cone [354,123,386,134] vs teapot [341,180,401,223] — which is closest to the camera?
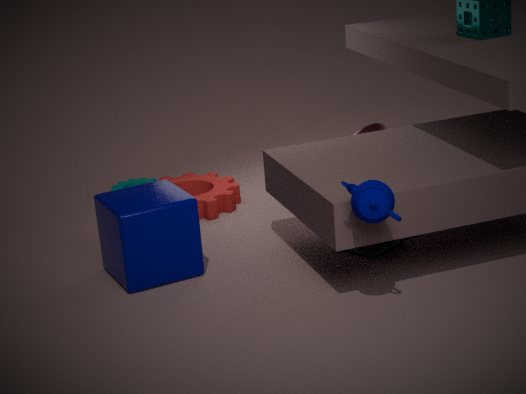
teapot [341,180,401,223]
